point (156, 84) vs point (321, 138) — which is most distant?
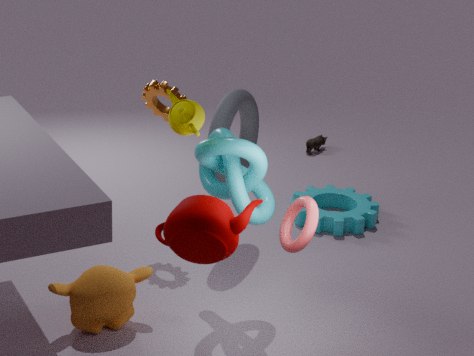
point (321, 138)
